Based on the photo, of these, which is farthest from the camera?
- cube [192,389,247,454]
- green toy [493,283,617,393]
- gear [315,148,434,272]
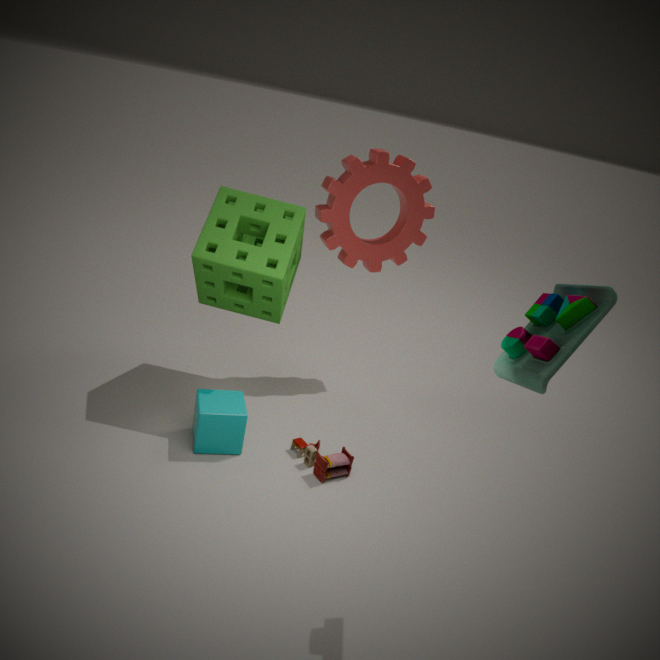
gear [315,148,434,272]
